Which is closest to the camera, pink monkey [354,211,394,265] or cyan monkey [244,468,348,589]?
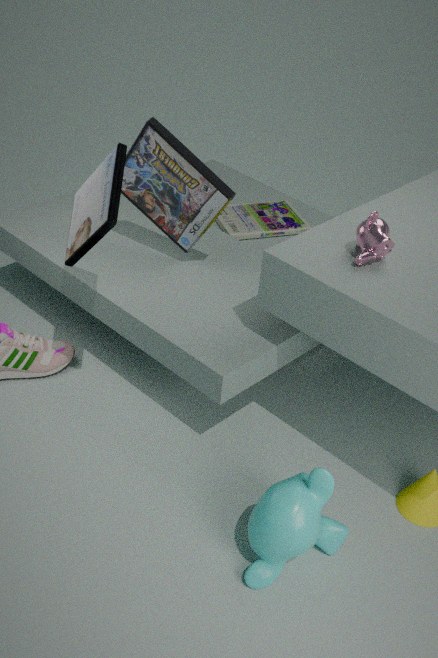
cyan monkey [244,468,348,589]
